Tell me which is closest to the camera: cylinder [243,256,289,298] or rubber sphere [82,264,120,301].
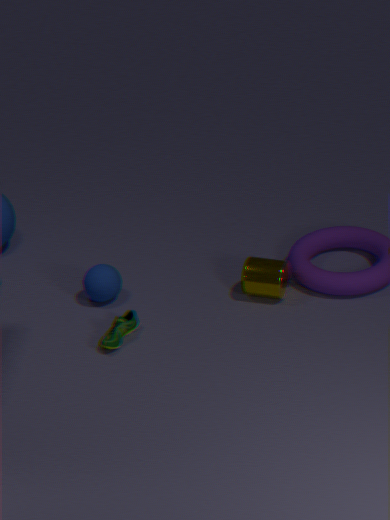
cylinder [243,256,289,298]
